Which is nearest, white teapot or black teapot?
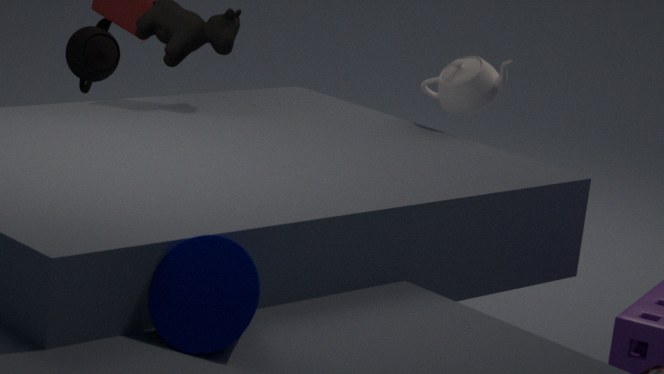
white teapot
